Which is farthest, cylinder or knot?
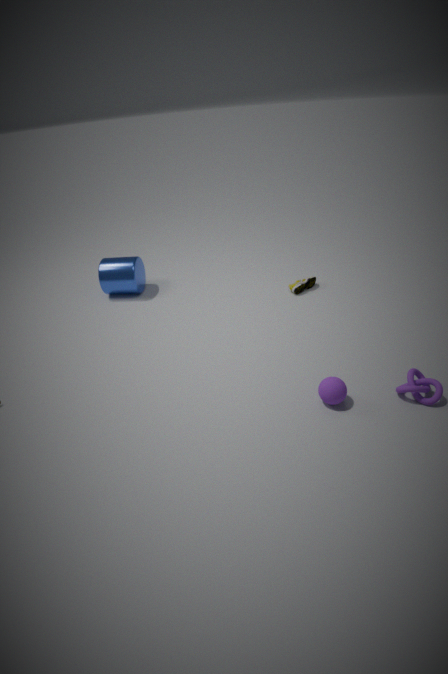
cylinder
